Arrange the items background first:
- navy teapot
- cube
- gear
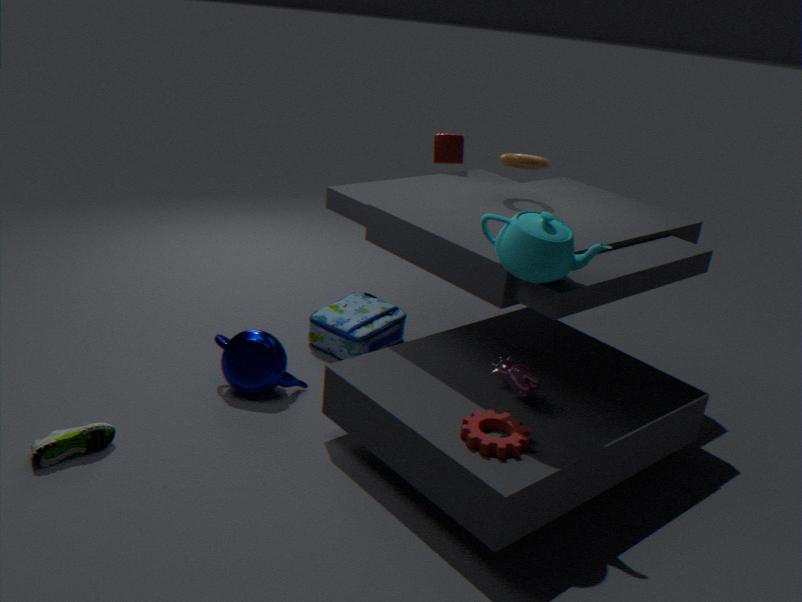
cube, navy teapot, gear
